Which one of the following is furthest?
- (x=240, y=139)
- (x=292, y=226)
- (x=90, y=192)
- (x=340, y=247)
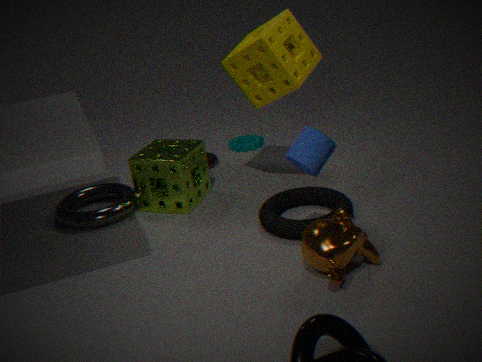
(x=240, y=139)
